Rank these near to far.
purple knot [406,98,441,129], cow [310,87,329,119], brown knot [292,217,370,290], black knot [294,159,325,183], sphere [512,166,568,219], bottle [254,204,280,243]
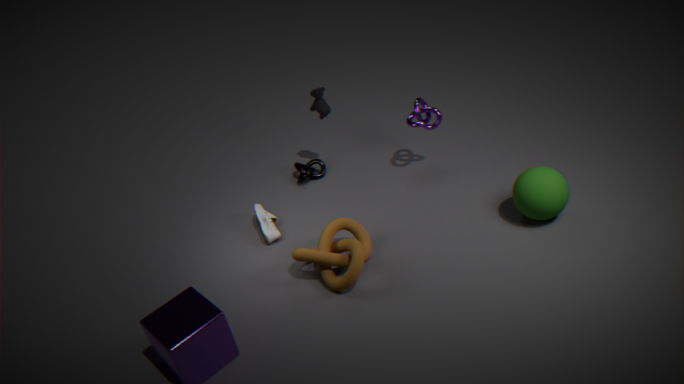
1. brown knot [292,217,370,290]
2. sphere [512,166,568,219]
3. bottle [254,204,280,243]
4. purple knot [406,98,441,129]
5. cow [310,87,329,119]
6. black knot [294,159,325,183]
